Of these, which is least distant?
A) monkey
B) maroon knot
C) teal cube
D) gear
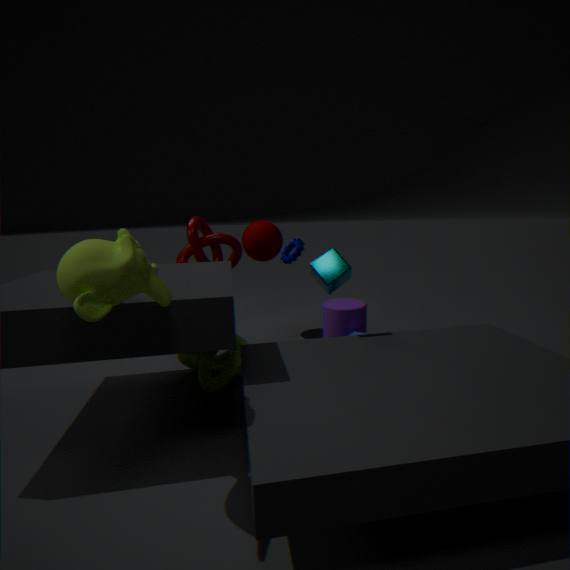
monkey
